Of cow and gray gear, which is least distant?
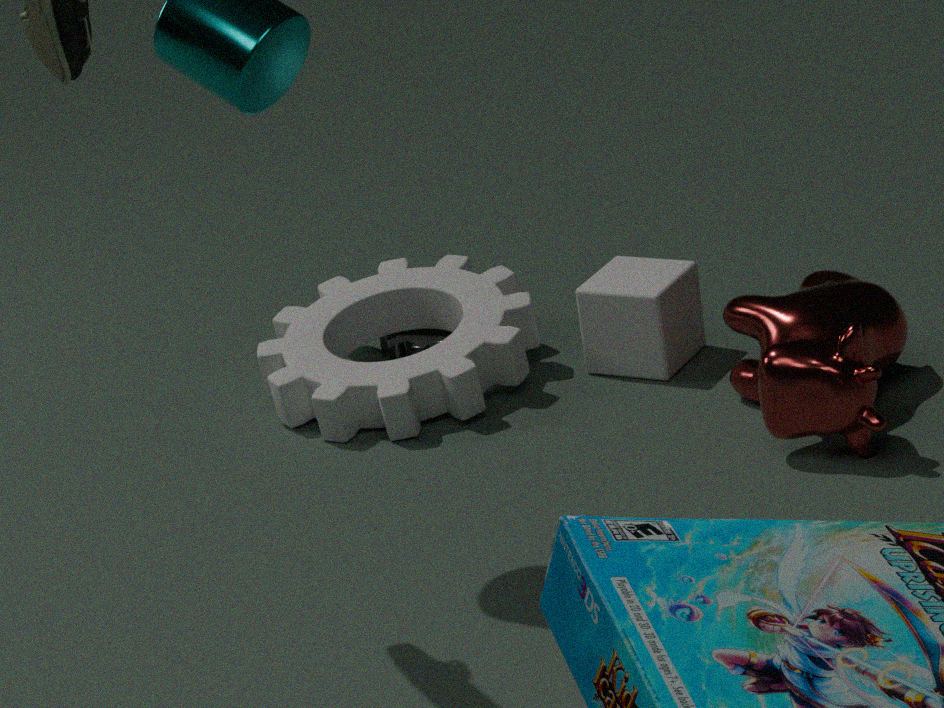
cow
